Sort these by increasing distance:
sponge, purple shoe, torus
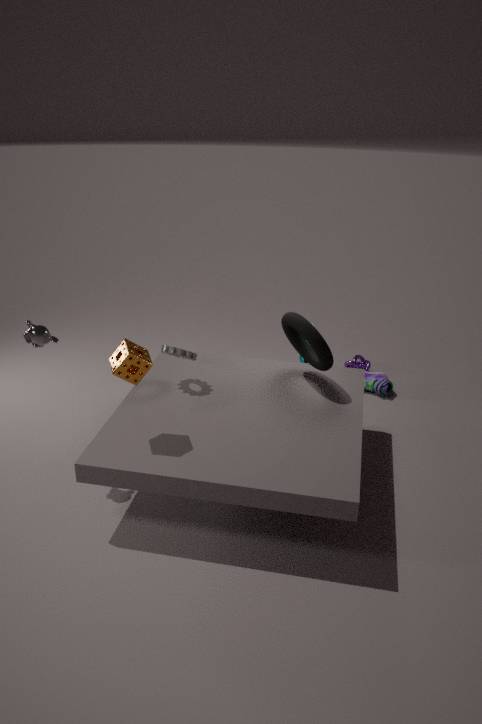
sponge
torus
purple shoe
